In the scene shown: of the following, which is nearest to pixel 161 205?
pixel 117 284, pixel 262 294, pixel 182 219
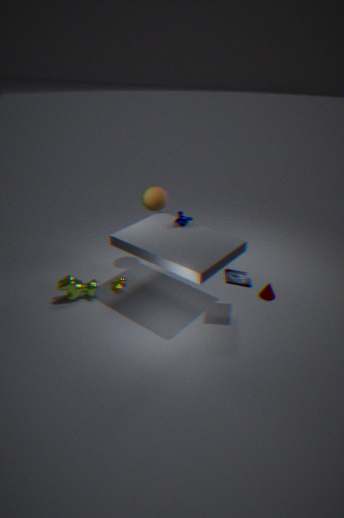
pixel 182 219
